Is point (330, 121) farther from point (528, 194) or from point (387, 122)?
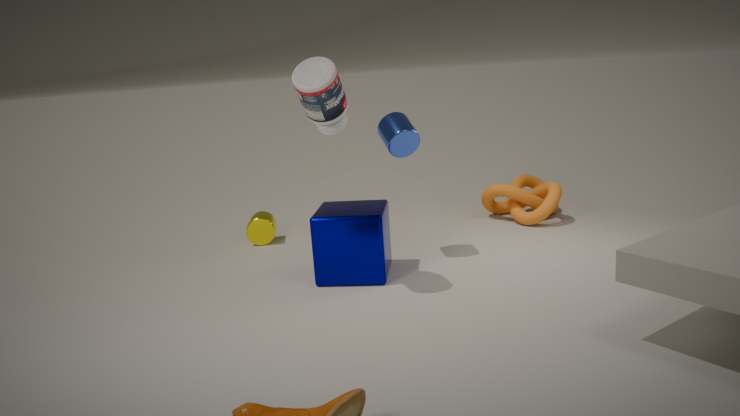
point (528, 194)
